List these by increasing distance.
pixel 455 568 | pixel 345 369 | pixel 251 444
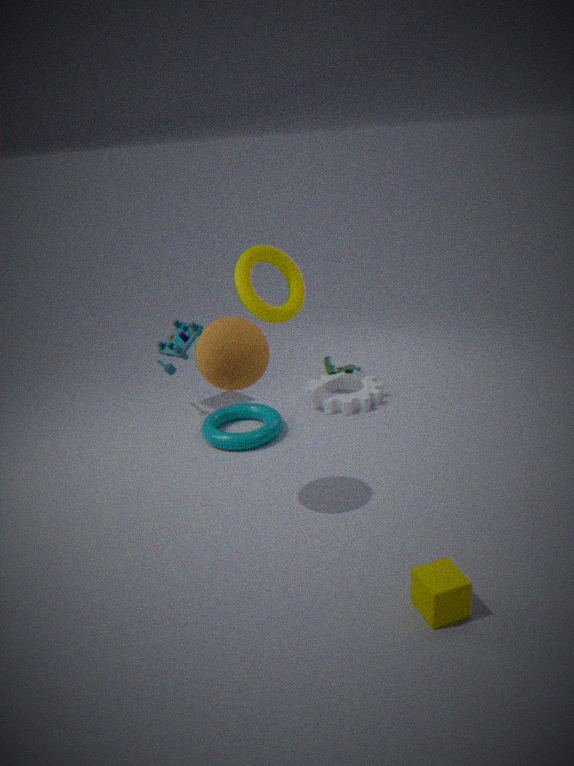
pixel 455 568
pixel 251 444
pixel 345 369
